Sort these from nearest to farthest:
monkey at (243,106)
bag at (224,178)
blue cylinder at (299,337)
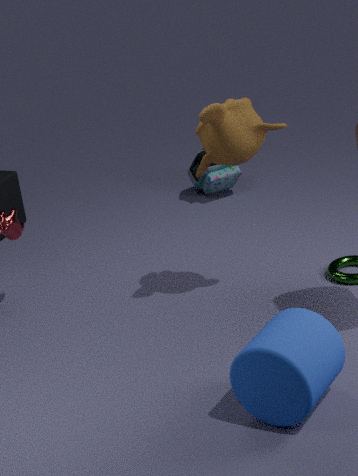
blue cylinder at (299,337)
monkey at (243,106)
bag at (224,178)
